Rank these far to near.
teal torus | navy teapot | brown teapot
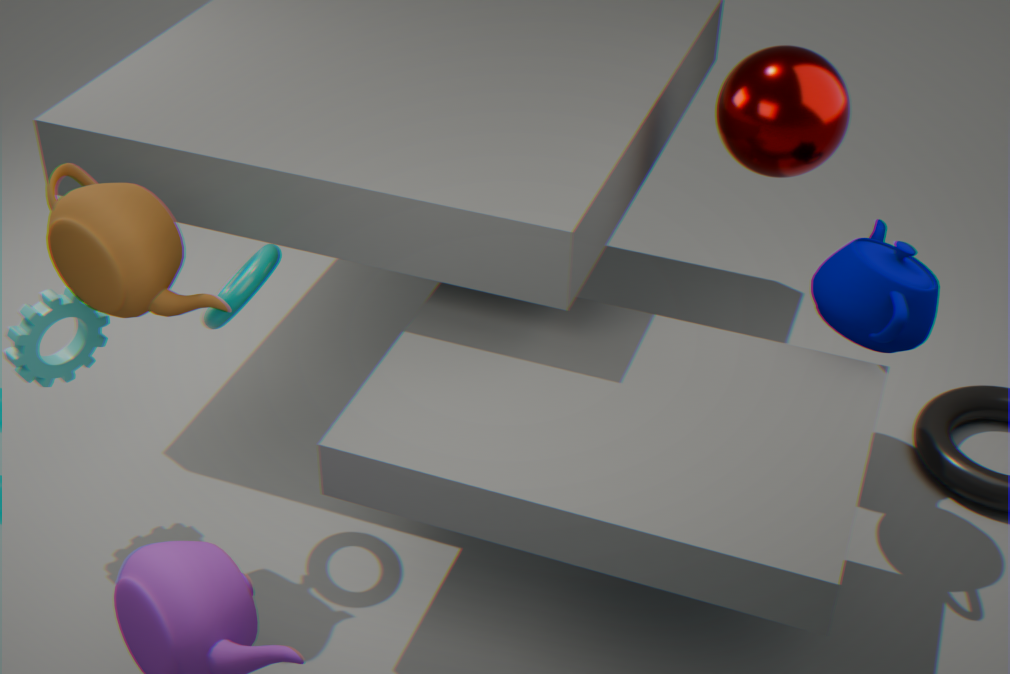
1. navy teapot
2. teal torus
3. brown teapot
